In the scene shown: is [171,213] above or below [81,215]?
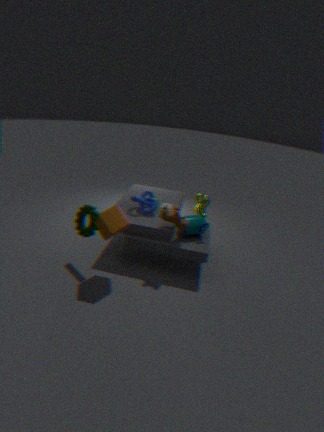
above
